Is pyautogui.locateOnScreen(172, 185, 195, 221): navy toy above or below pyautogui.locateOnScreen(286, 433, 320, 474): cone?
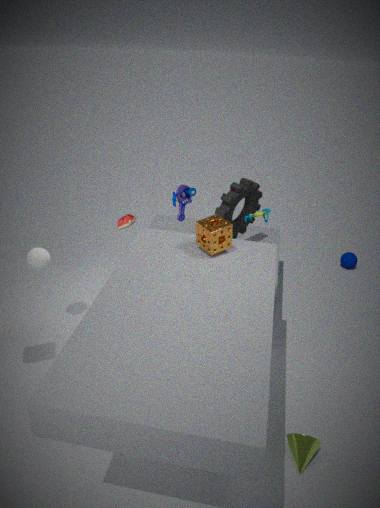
above
